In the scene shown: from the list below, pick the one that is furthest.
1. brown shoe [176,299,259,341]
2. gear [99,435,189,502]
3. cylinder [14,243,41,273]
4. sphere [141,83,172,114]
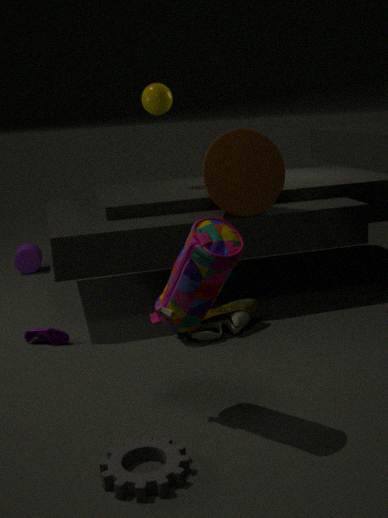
cylinder [14,243,41,273]
